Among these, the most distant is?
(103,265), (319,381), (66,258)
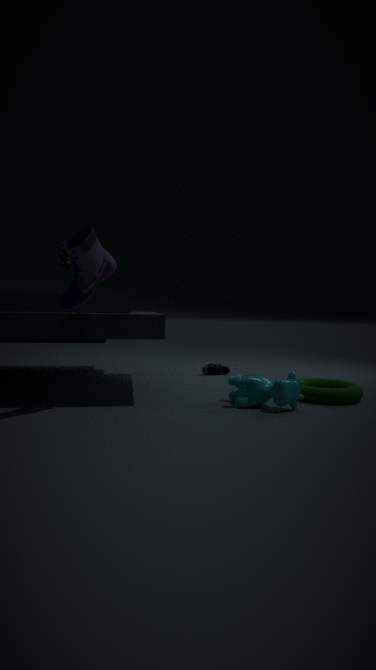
(66,258)
